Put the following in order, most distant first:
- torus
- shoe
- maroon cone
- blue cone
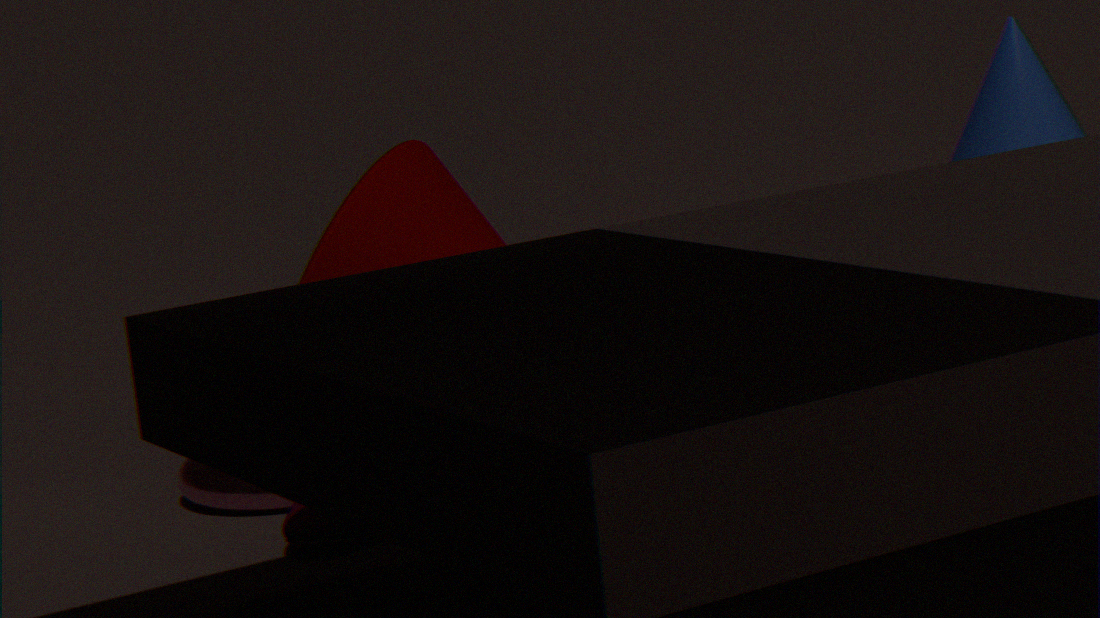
blue cone → maroon cone → torus → shoe
